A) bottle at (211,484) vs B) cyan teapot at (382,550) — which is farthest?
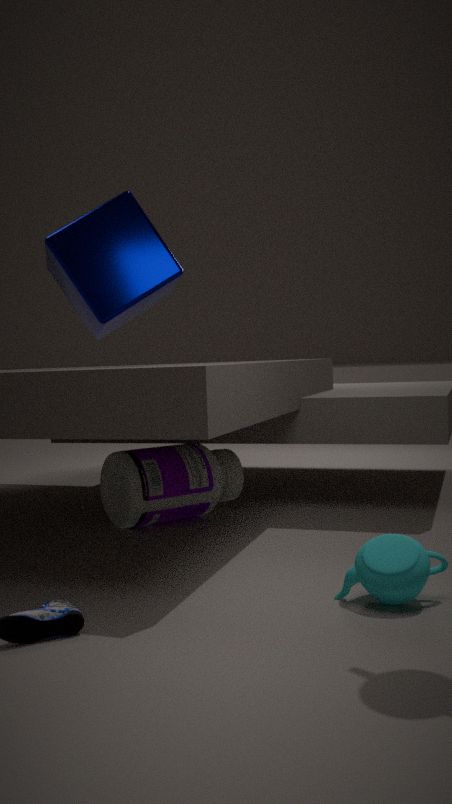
A. bottle at (211,484)
